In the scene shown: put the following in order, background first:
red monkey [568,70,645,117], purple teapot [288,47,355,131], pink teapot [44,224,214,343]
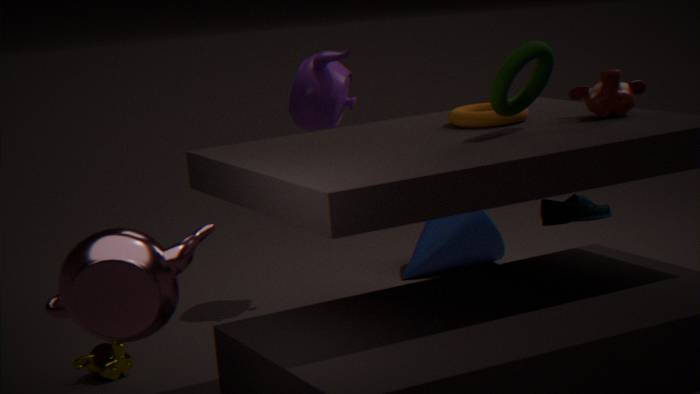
purple teapot [288,47,355,131]
red monkey [568,70,645,117]
pink teapot [44,224,214,343]
